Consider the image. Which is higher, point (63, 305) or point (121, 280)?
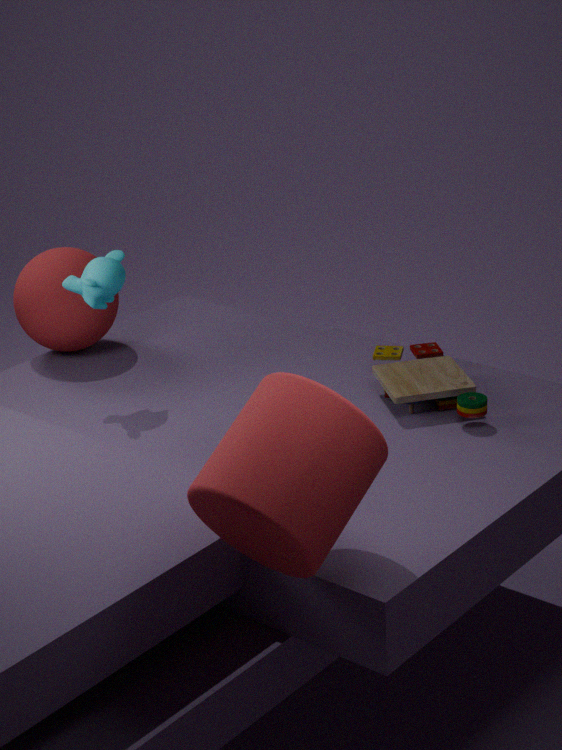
point (121, 280)
